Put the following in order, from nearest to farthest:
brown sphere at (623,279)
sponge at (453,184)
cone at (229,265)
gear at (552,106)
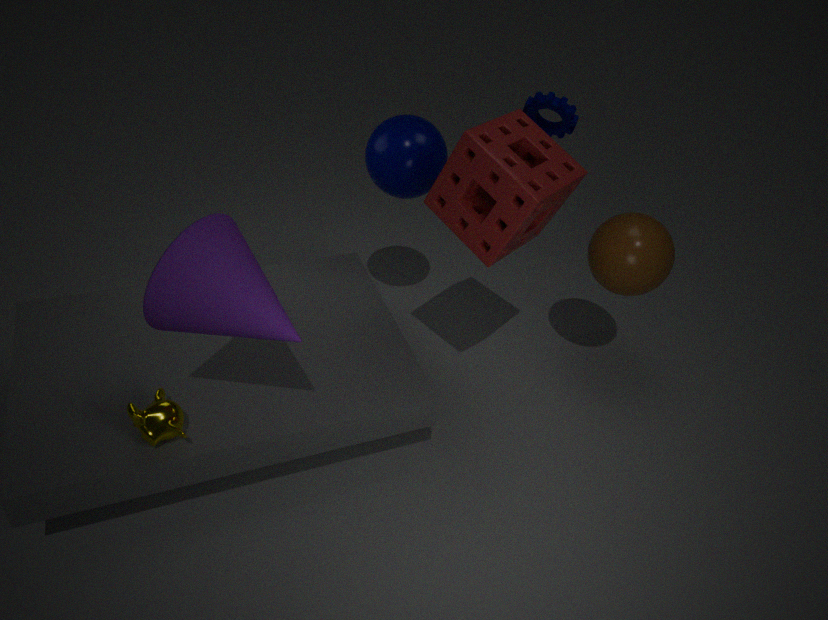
cone at (229,265), sponge at (453,184), brown sphere at (623,279), gear at (552,106)
